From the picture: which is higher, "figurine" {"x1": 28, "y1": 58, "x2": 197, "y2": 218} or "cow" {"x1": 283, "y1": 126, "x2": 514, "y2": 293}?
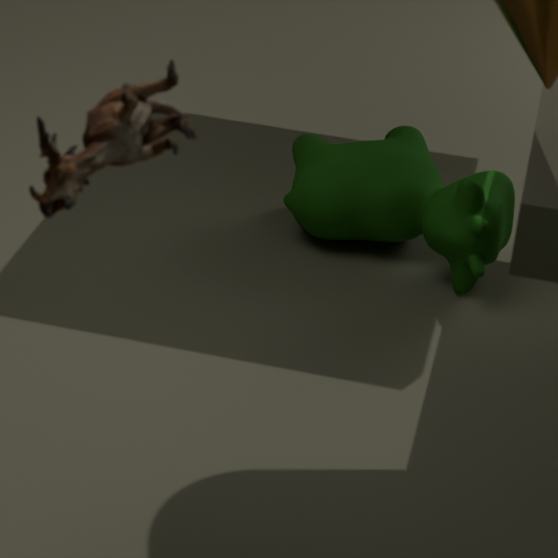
"figurine" {"x1": 28, "y1": 58, "x2": 197, "y2": 218}
